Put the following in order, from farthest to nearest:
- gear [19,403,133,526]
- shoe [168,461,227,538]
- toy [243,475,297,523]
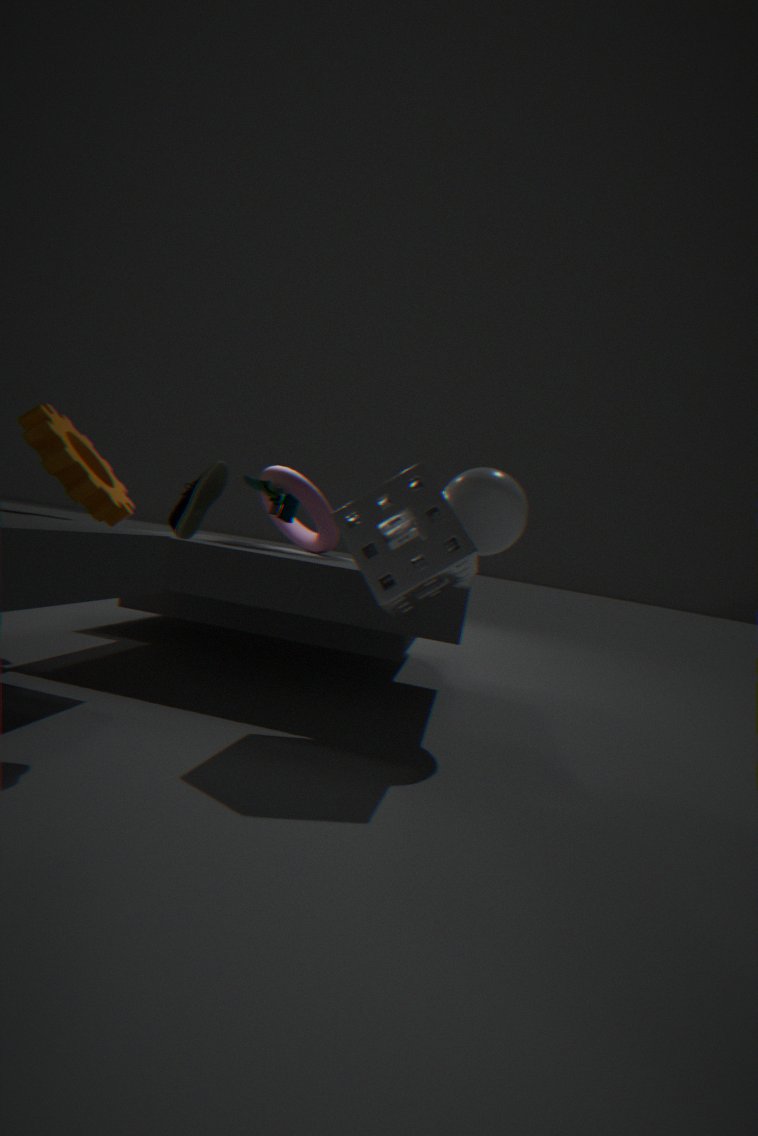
1. toy [243,475,297,523]
2. gear [19,403,133,526]
3. shoe [168,461,227,538]
